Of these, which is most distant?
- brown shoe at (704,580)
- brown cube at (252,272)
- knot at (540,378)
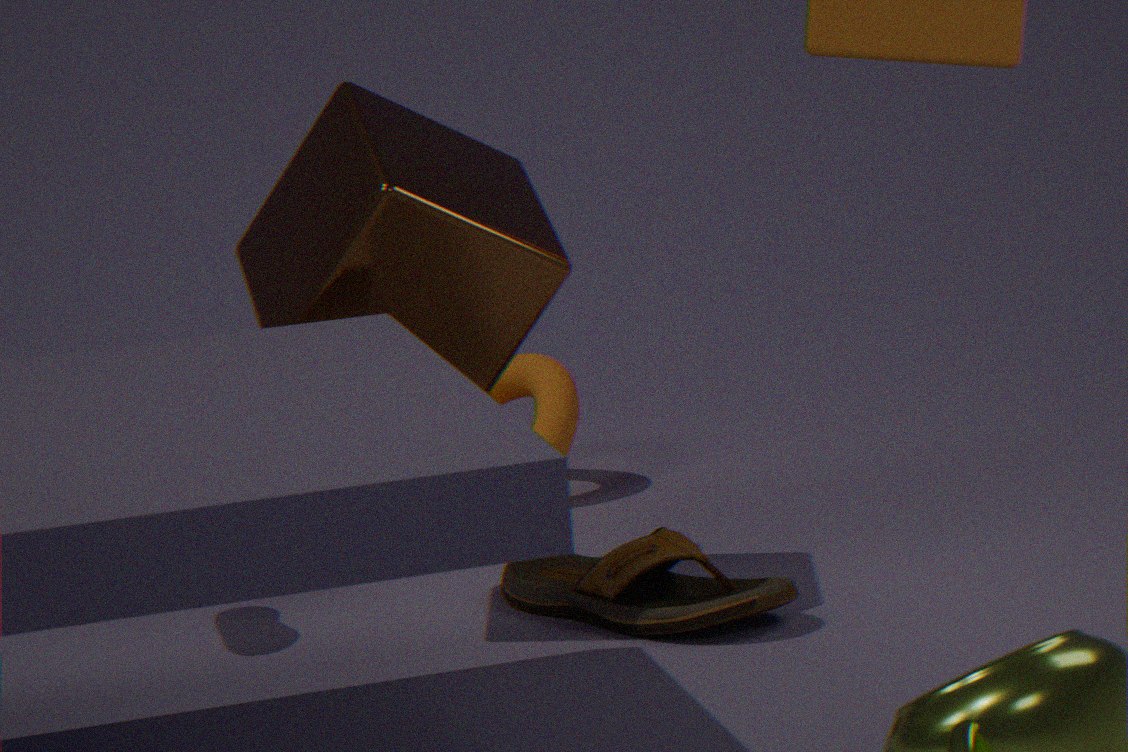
knot at (540,378)
